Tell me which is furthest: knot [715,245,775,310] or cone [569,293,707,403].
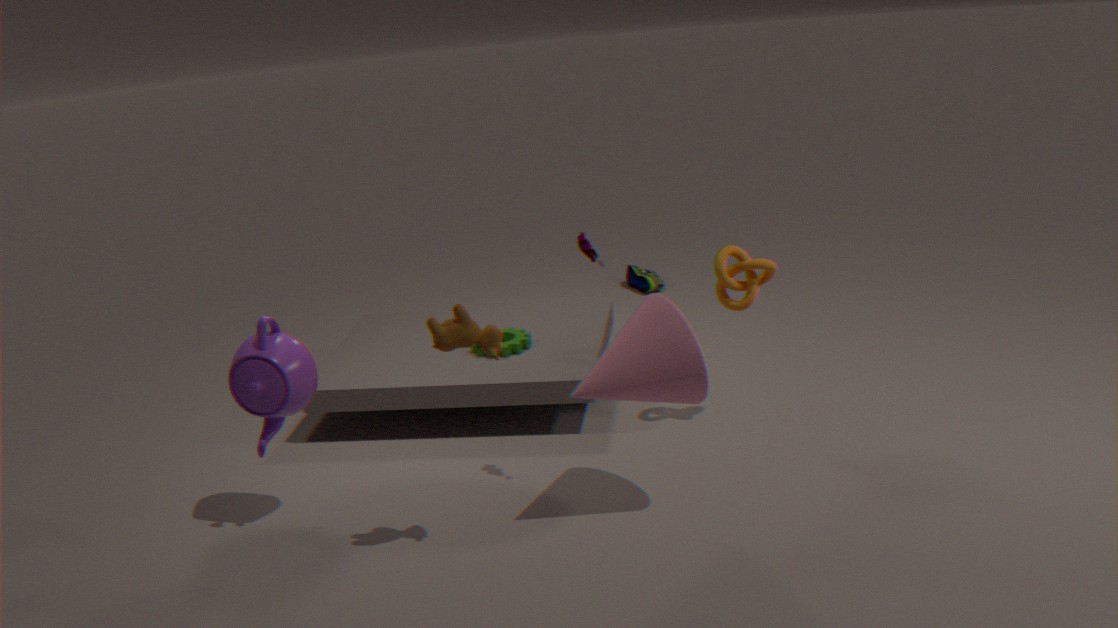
knot [715,245,775,310]
